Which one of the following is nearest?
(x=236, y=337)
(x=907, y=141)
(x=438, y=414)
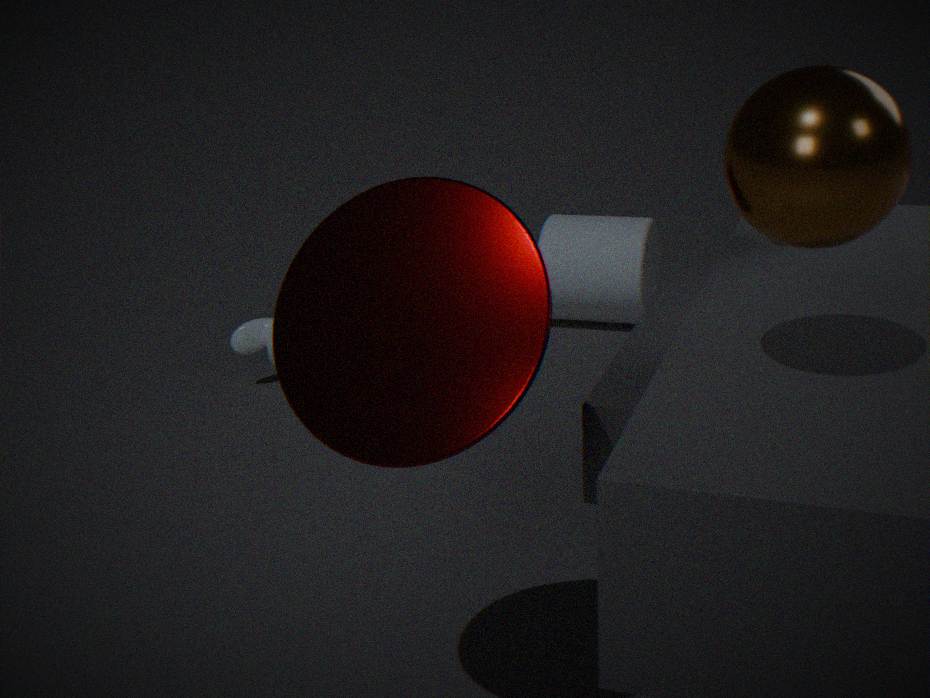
(x=907, y=141)
